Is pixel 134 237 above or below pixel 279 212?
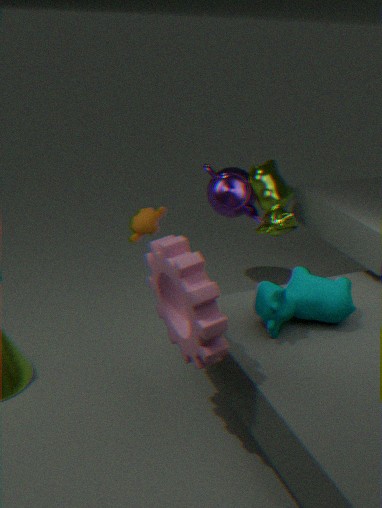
below
